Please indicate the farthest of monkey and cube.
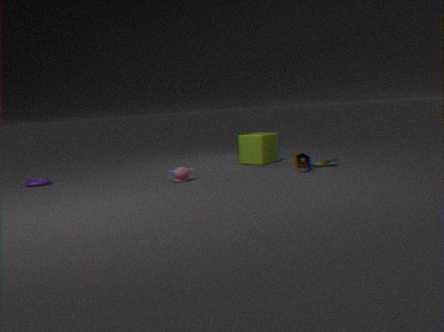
cube
